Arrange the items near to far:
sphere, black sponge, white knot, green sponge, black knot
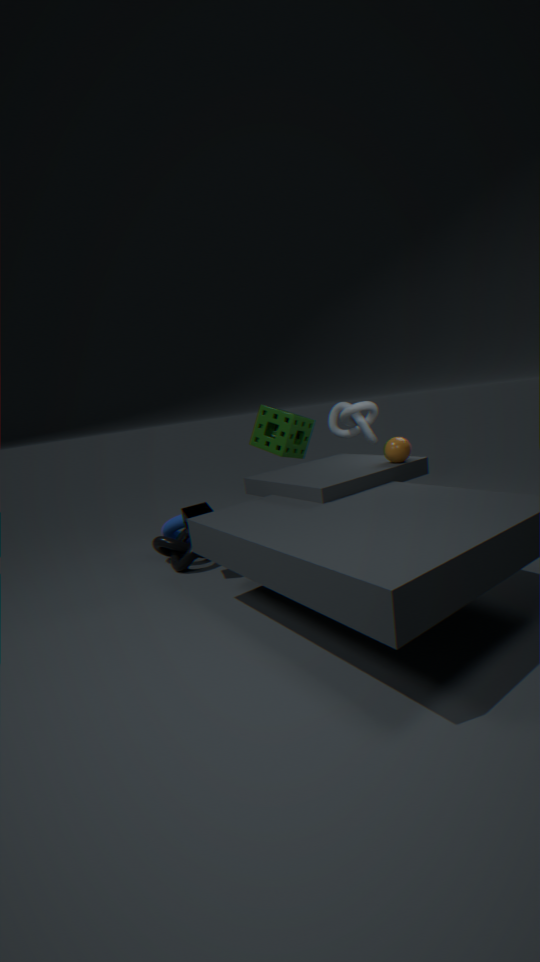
sphere < black sponge < black knot < green sponge < white knot
